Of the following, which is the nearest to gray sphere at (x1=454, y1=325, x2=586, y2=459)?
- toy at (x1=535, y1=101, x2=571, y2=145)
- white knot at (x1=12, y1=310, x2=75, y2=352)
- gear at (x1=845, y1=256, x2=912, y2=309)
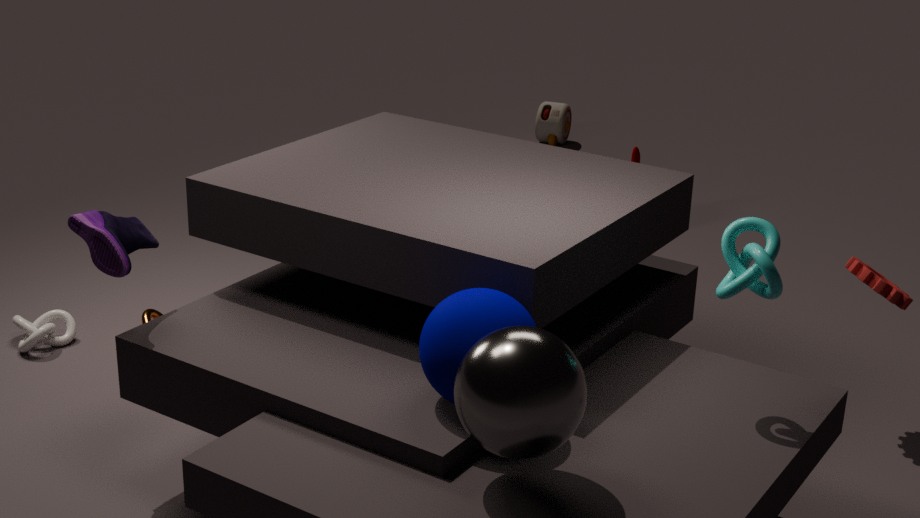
gear at (x1=845, y1=256, x2=912, y2=309)
